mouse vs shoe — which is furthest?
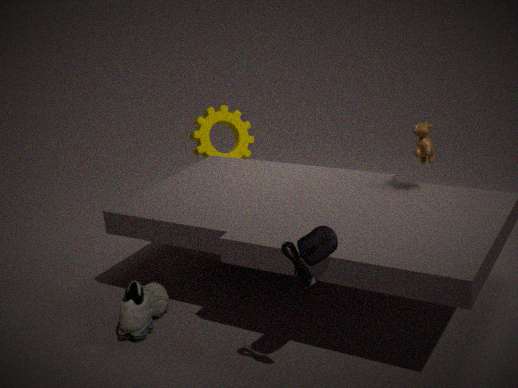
shoe
